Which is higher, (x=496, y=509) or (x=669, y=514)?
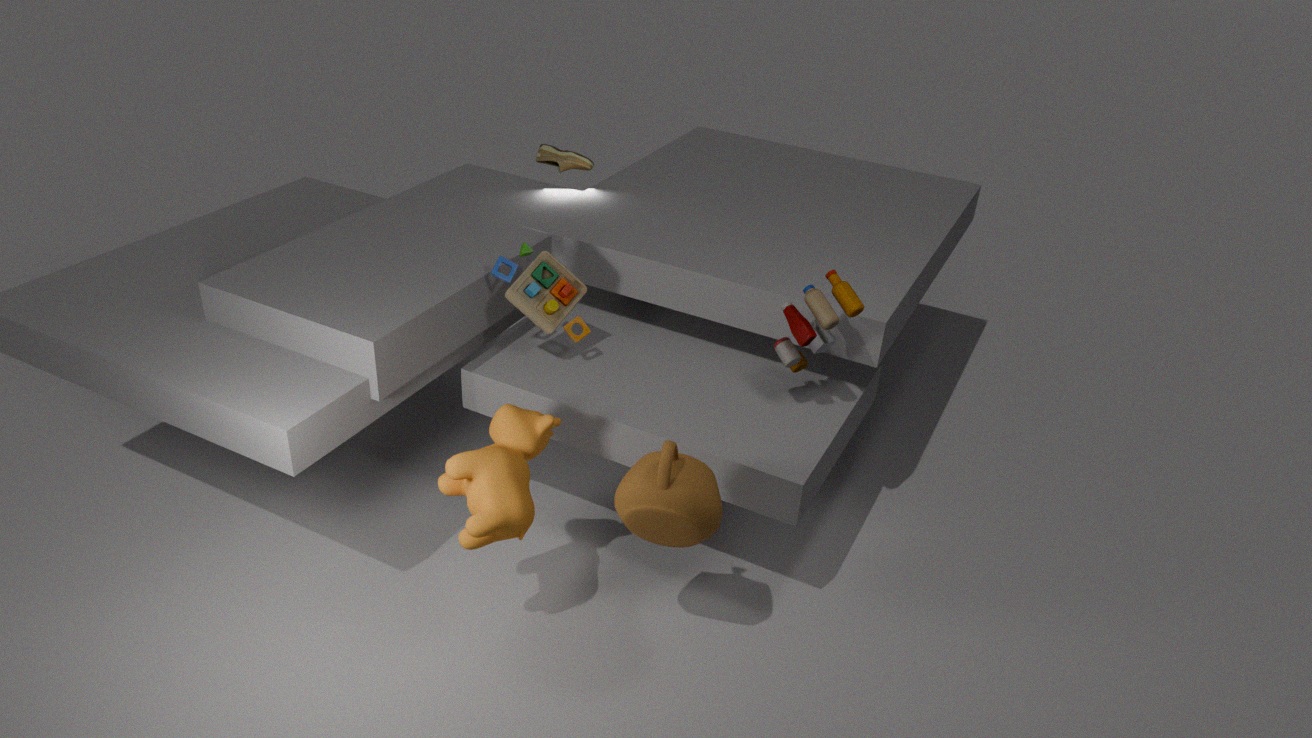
(x=669, y=514)
